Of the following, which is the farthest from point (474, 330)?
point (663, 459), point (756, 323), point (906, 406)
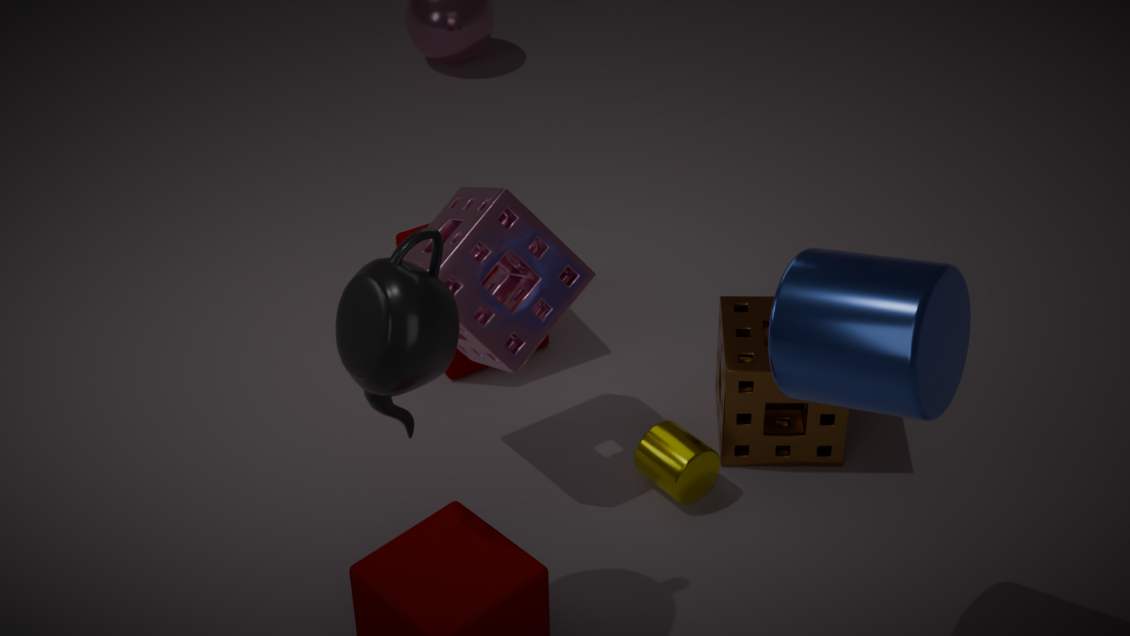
point (906, 406)
